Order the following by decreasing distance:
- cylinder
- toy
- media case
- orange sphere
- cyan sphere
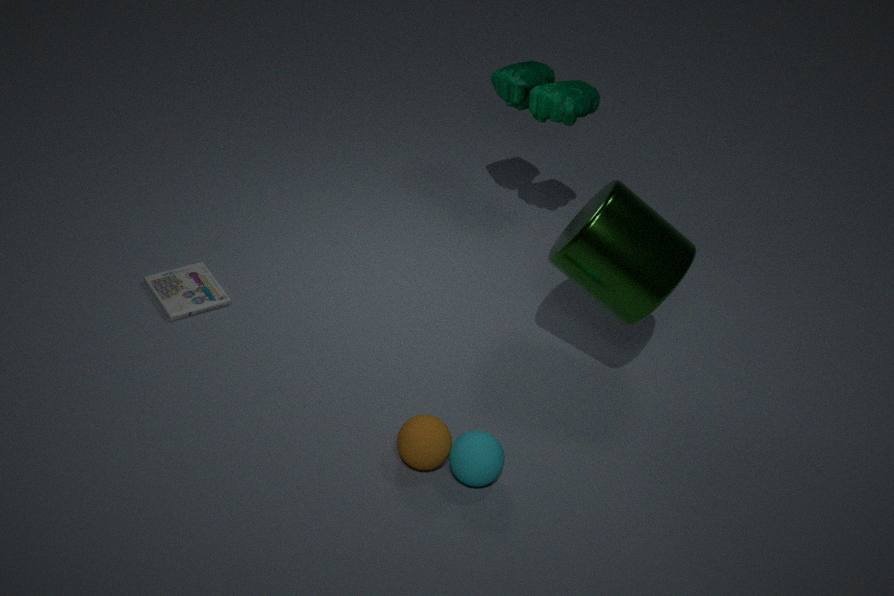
1. toy
2. media case
3. cylinder
4. orange sphere
5. cyan sphere
